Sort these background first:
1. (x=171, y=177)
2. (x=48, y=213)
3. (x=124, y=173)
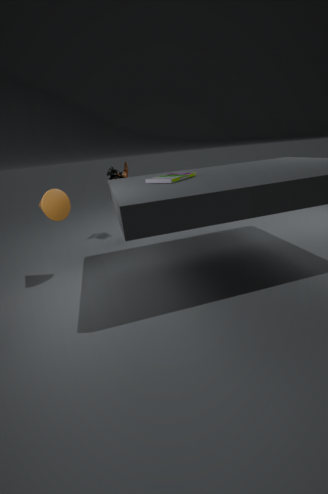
1. (x=124, y=173)
2. (x=48, y=213)
3. (x=171, y=177)
